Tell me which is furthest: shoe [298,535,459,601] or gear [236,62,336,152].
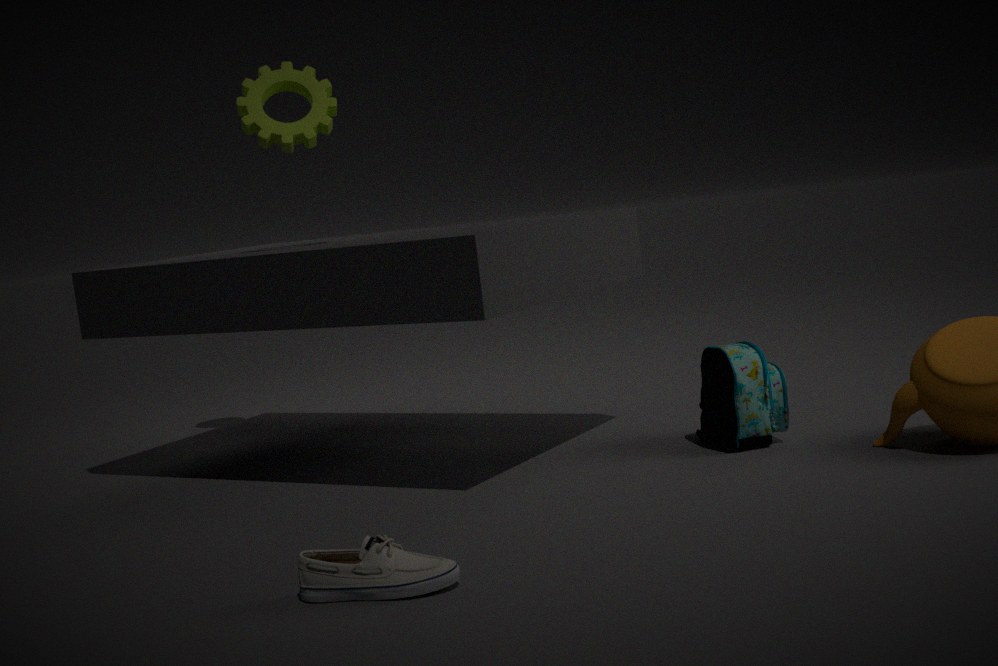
gear [236,62,336,152]
